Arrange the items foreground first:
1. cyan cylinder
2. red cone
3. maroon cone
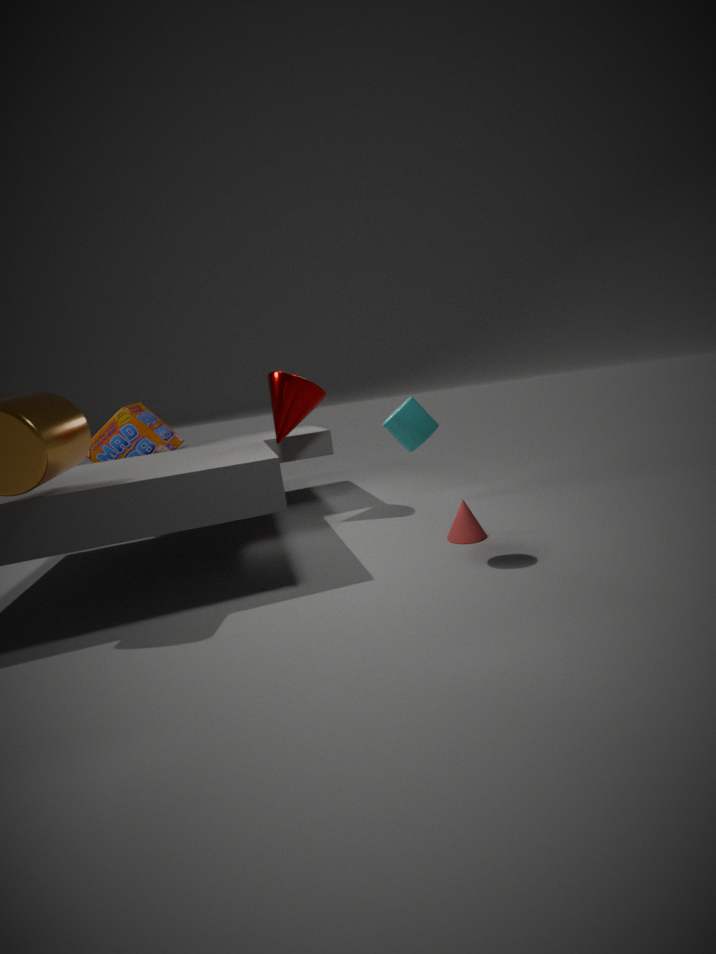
1. cyan cylinder
2. red cone
3. maroon cone
